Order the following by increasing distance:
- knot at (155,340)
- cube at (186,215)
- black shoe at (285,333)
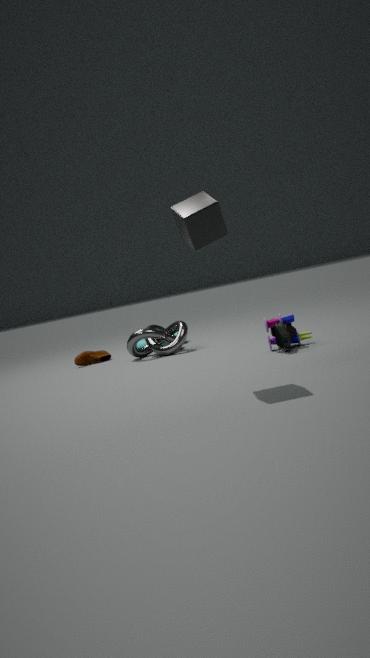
cube at (186,215) → black shoe at (285,333) → knot at (155,340)
